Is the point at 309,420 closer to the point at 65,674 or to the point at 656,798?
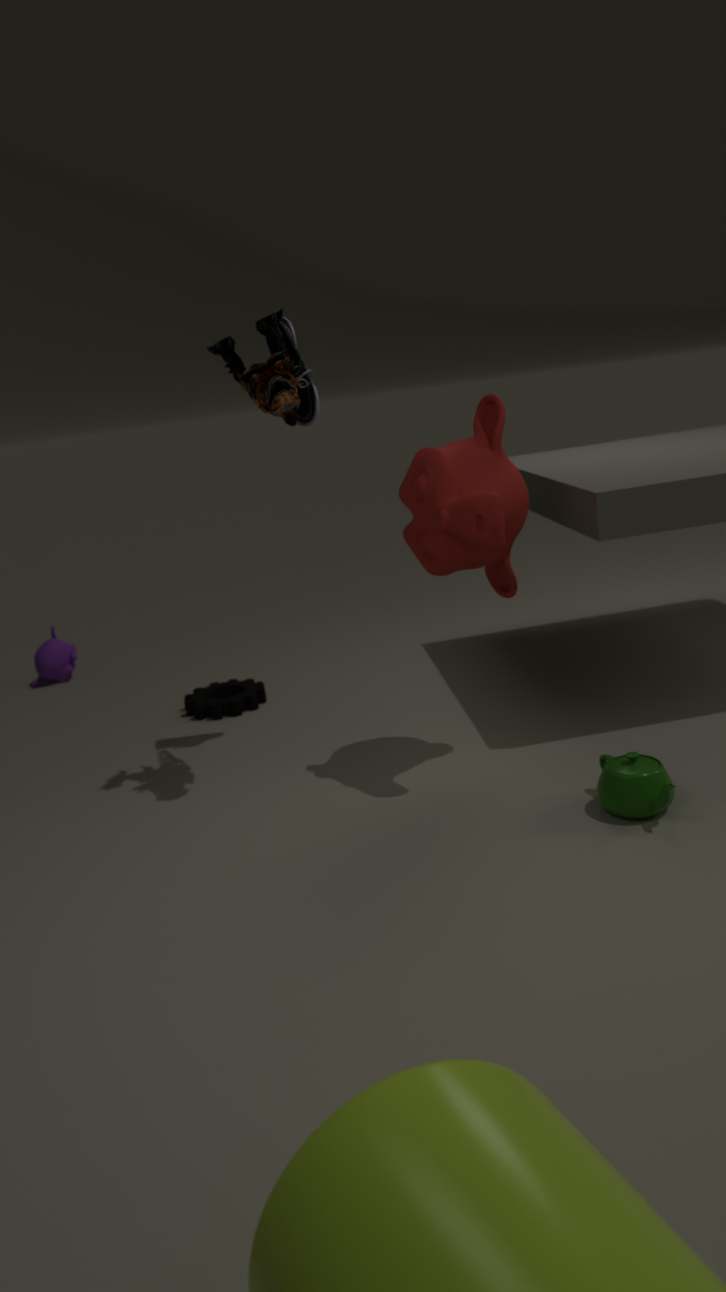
the point at 656,798
